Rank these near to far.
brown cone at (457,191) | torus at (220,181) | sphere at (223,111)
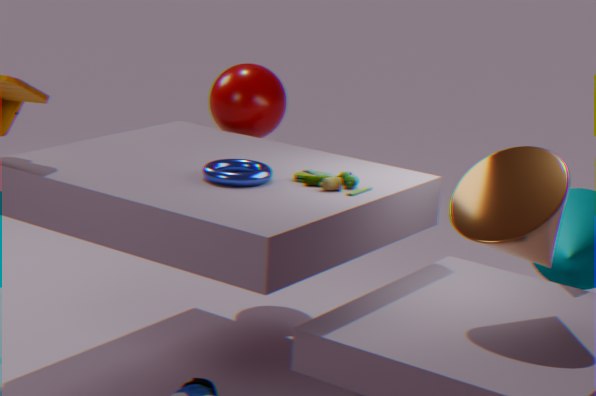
1. brown cone at (457,191)
2. torus at (220,181)
3. sphere at (223,111)
